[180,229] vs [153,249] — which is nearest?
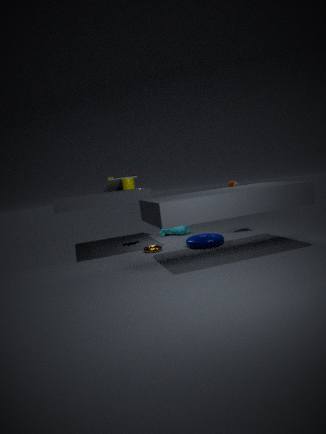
[153,249]
